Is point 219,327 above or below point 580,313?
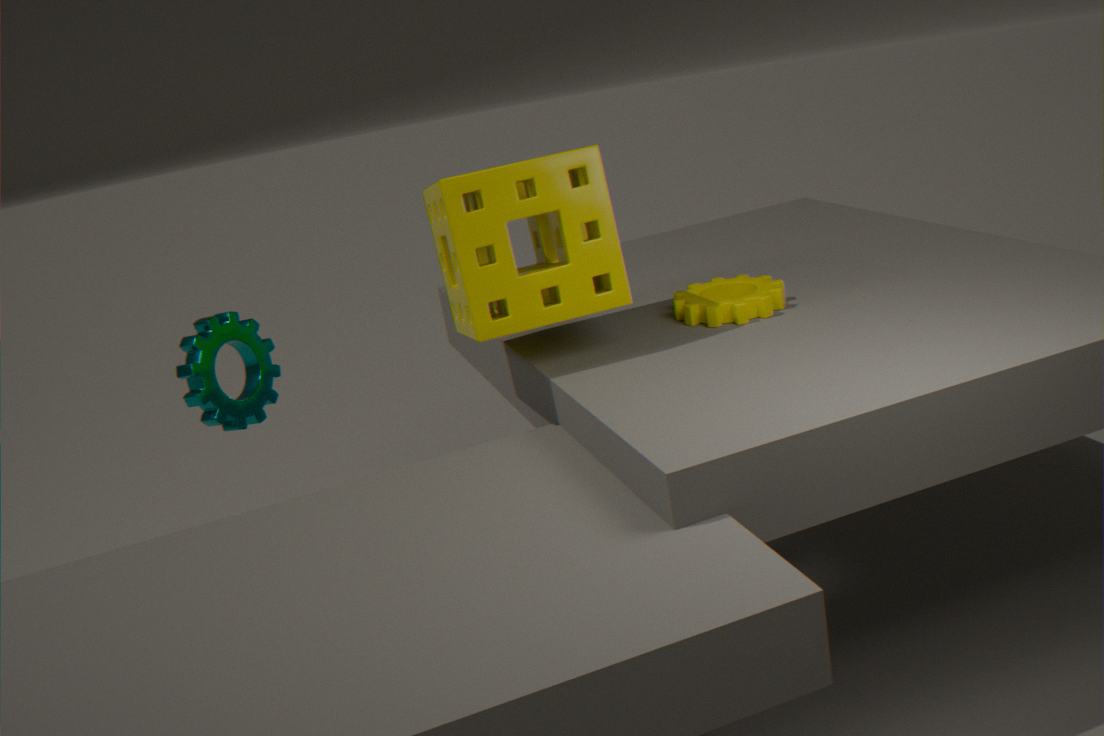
below
